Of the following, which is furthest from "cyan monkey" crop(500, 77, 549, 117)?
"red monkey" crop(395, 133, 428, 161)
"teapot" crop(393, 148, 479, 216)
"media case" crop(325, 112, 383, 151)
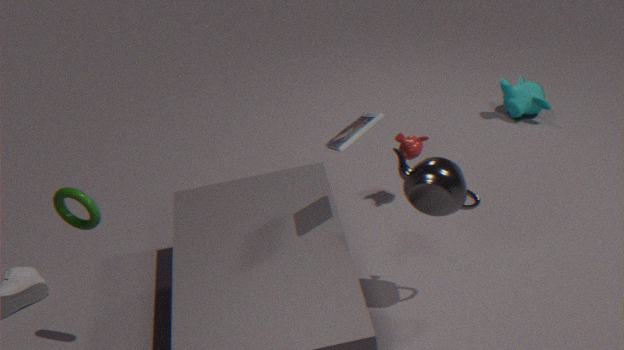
"media case" crop(325, 112, 383, 151)
